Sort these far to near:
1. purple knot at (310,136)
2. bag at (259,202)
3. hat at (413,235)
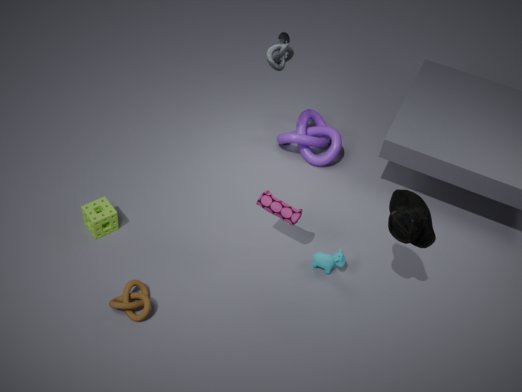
purple knot at (310,136) → bag at (259,202) → hat at (413,235)
